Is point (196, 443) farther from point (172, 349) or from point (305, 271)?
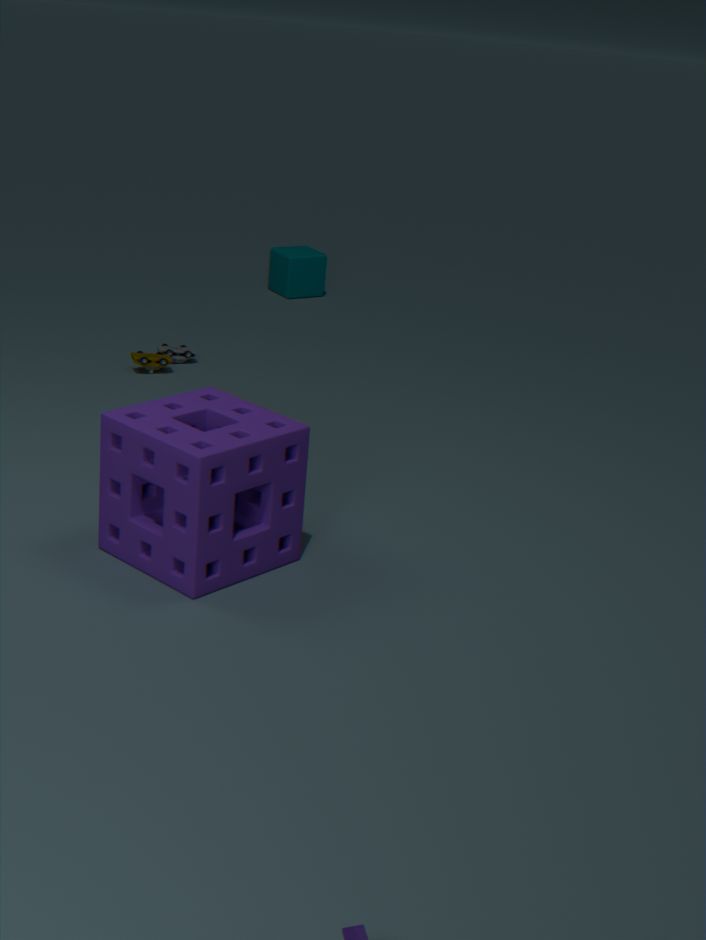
point (305, 271)
